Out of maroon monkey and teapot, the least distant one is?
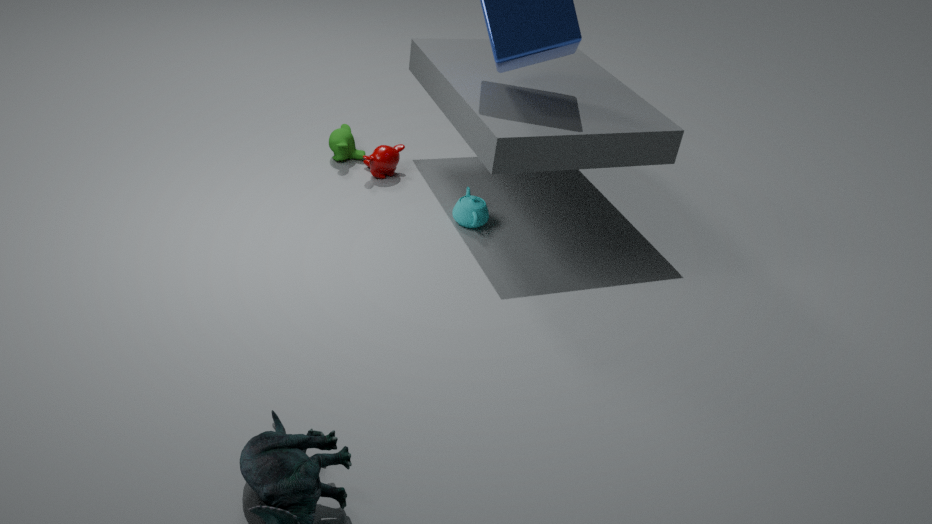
teapot
